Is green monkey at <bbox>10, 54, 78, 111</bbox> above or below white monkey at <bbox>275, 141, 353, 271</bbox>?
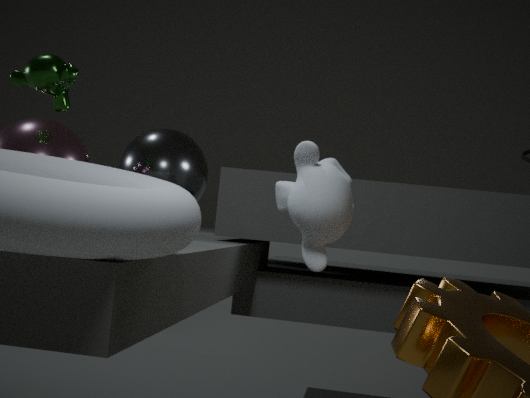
above
